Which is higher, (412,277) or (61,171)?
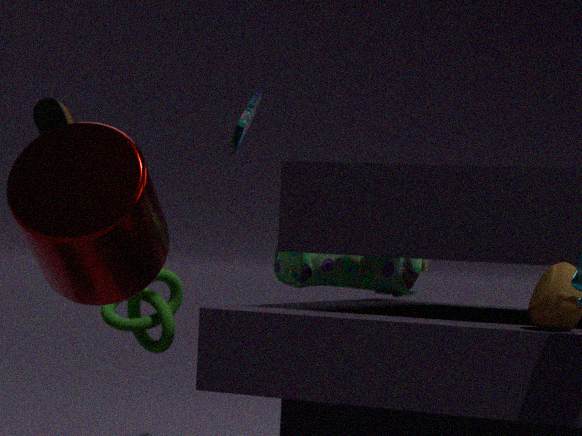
(61,171)
